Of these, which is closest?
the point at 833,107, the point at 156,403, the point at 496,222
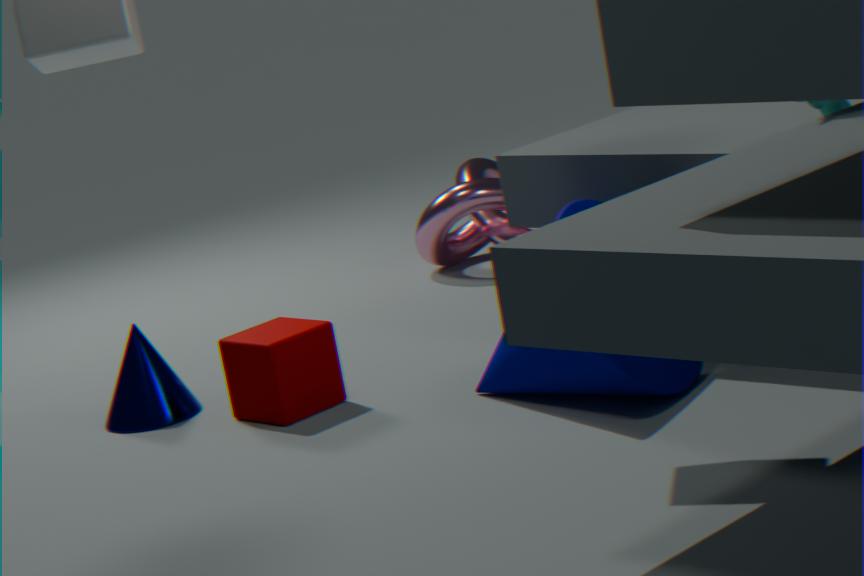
the point at 833,107
